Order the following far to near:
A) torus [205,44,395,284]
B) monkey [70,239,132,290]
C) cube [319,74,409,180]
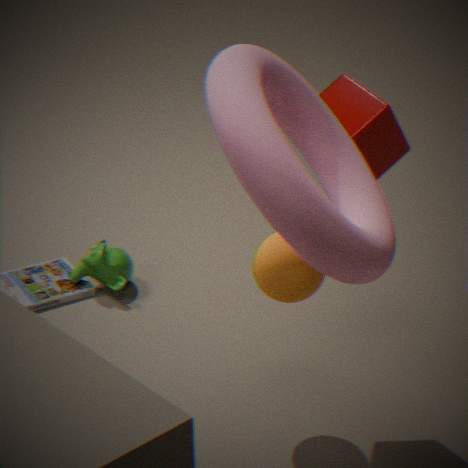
monkey [70,239,132,290] < cube [319,74,409,180] < torus [205,44,395,284]
